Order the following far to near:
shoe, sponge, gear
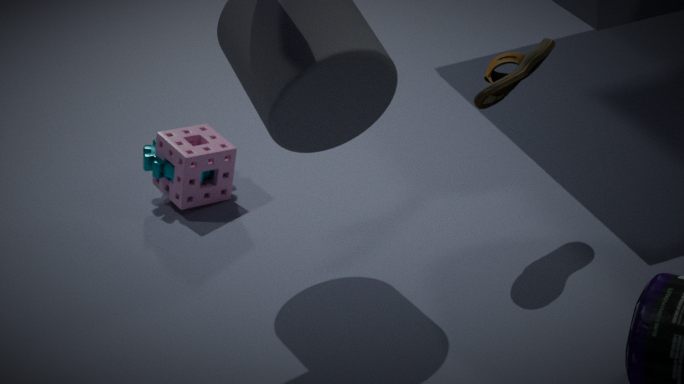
gear → sponge → shoe
